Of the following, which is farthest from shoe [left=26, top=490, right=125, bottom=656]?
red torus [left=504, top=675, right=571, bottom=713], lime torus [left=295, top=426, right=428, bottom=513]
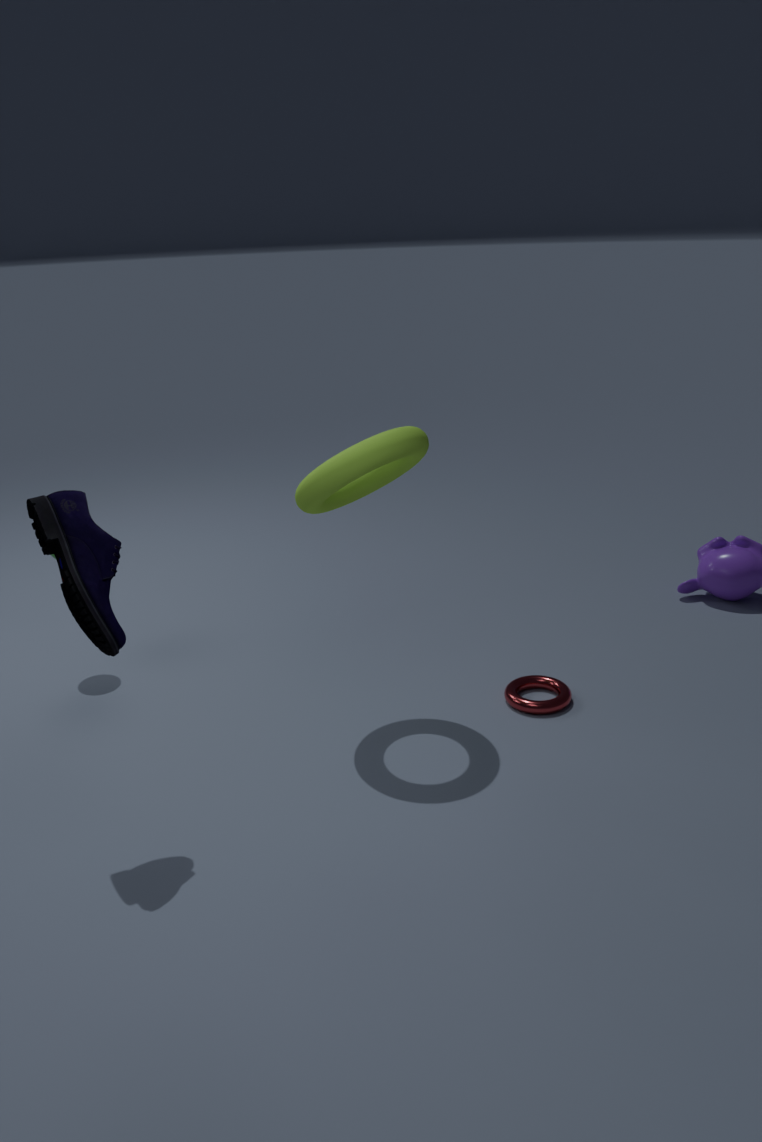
red torus [left=504, top=675, right=571, bottom=713]
